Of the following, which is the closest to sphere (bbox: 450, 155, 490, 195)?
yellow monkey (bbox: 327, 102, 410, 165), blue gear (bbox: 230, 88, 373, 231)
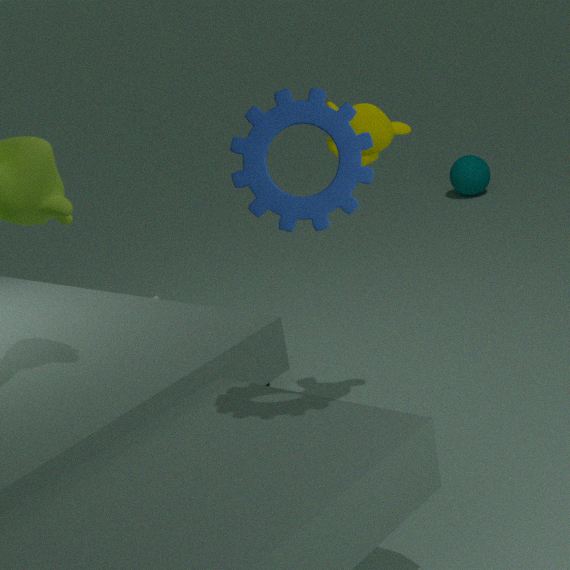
yellow monkey (bbox: 327, 102, 410, 165)
